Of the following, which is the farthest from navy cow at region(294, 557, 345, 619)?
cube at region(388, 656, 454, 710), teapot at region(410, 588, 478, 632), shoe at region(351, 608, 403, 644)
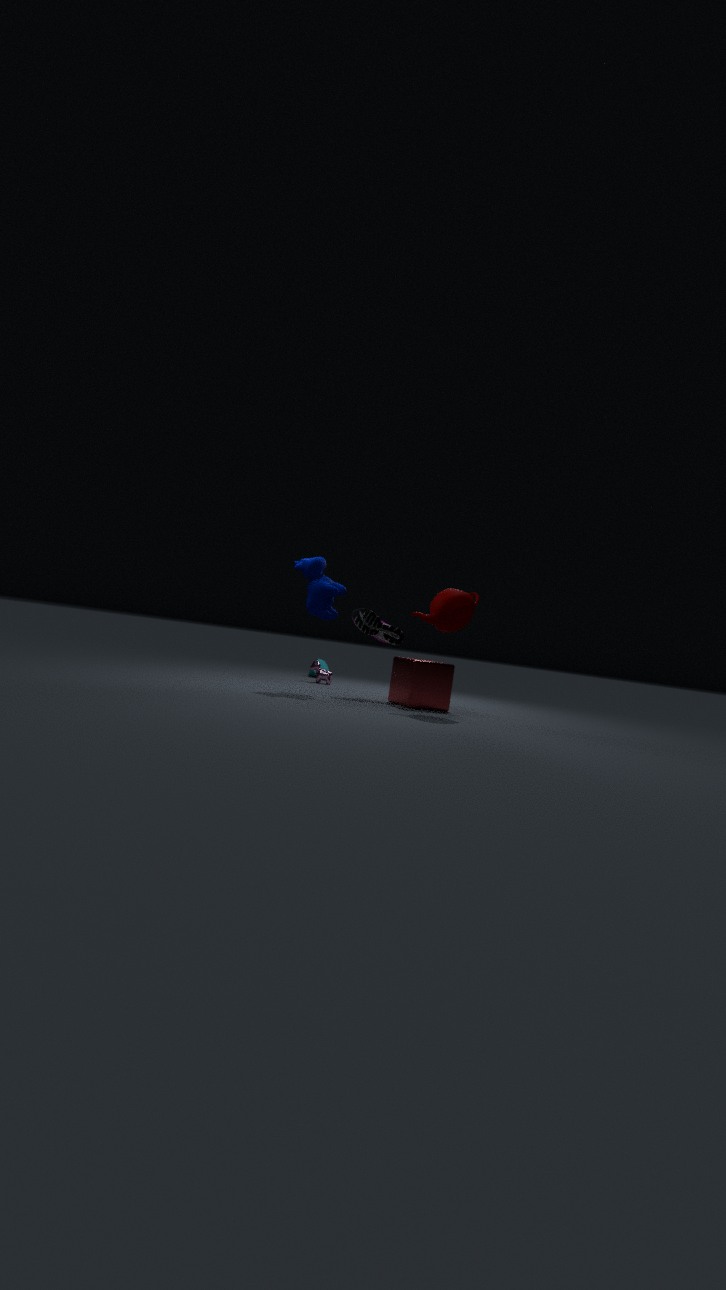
teapot at region(410, 588, 478, 632)
